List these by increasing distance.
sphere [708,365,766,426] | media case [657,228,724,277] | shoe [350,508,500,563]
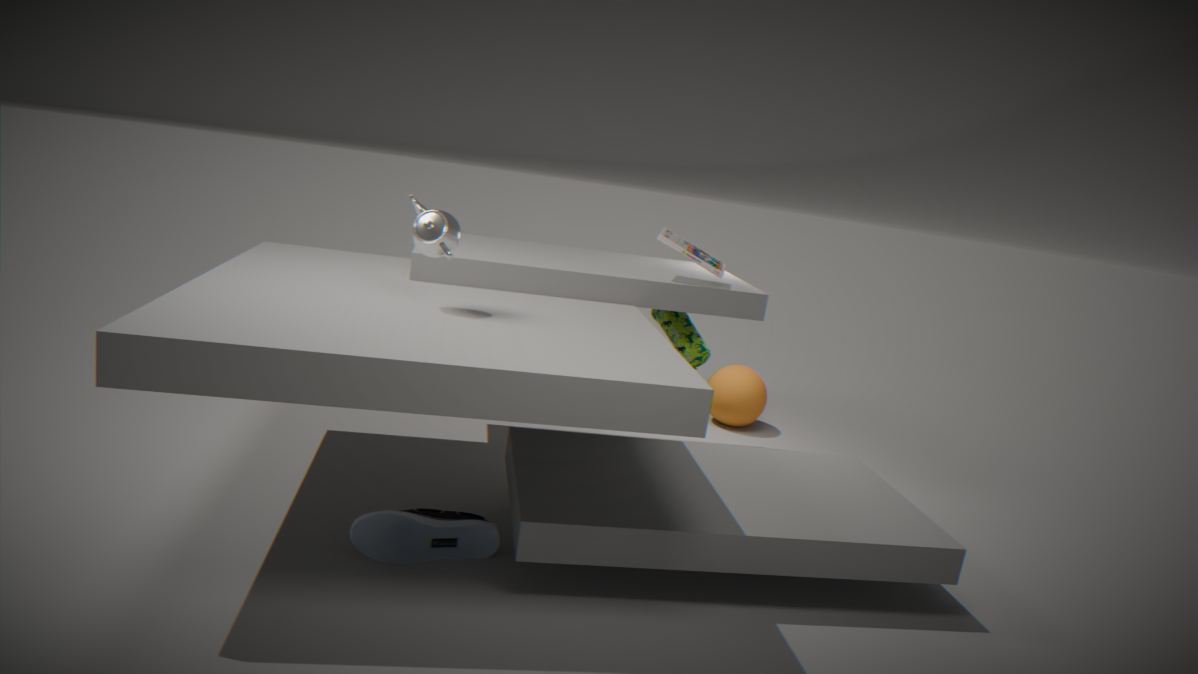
shoe [350,508,500,563] → media case [657,228,724,277] → sphere [708,365,766,426]
